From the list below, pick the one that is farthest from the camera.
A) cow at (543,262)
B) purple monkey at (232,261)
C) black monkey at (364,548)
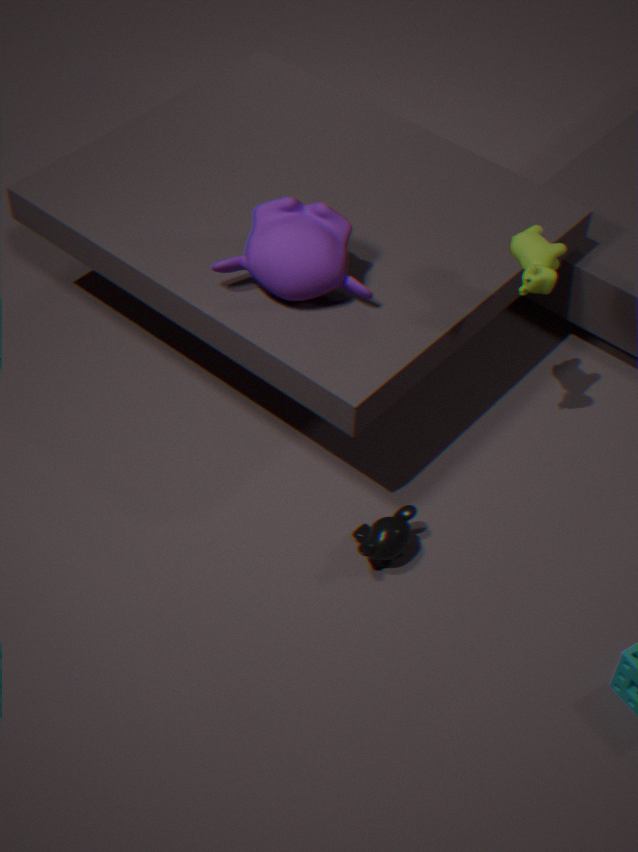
black monkey at (364,548)
